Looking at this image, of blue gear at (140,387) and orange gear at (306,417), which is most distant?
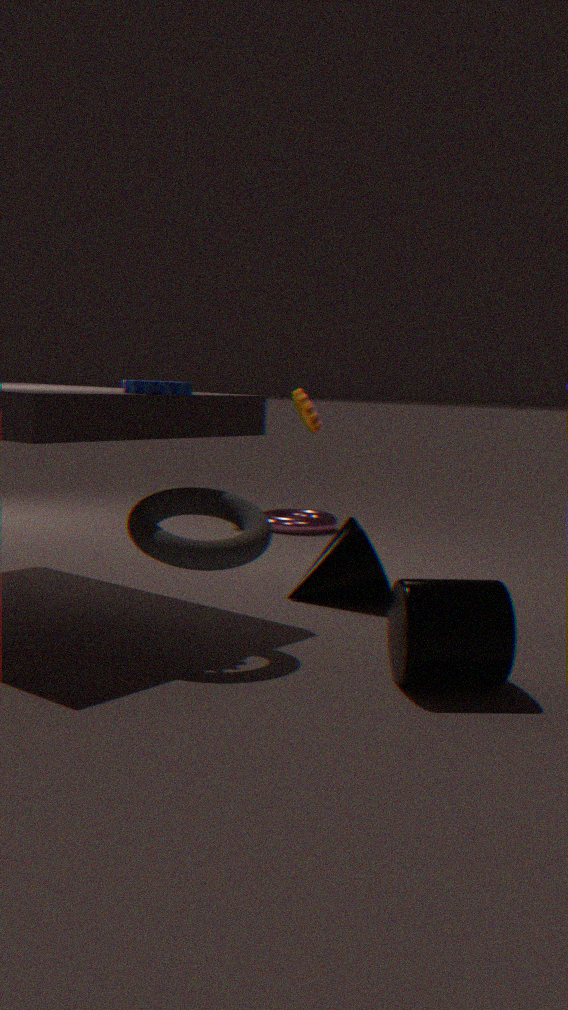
orange gear at (306,417)
